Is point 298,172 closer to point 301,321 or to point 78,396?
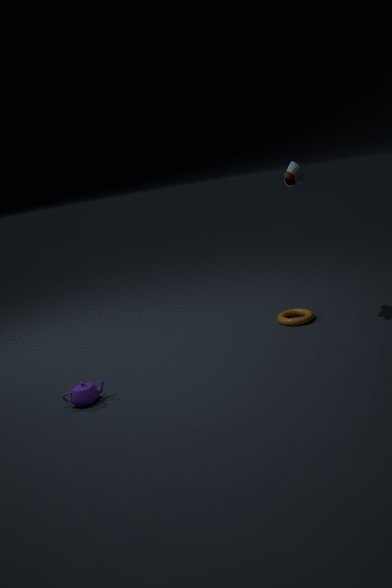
point 301,321
